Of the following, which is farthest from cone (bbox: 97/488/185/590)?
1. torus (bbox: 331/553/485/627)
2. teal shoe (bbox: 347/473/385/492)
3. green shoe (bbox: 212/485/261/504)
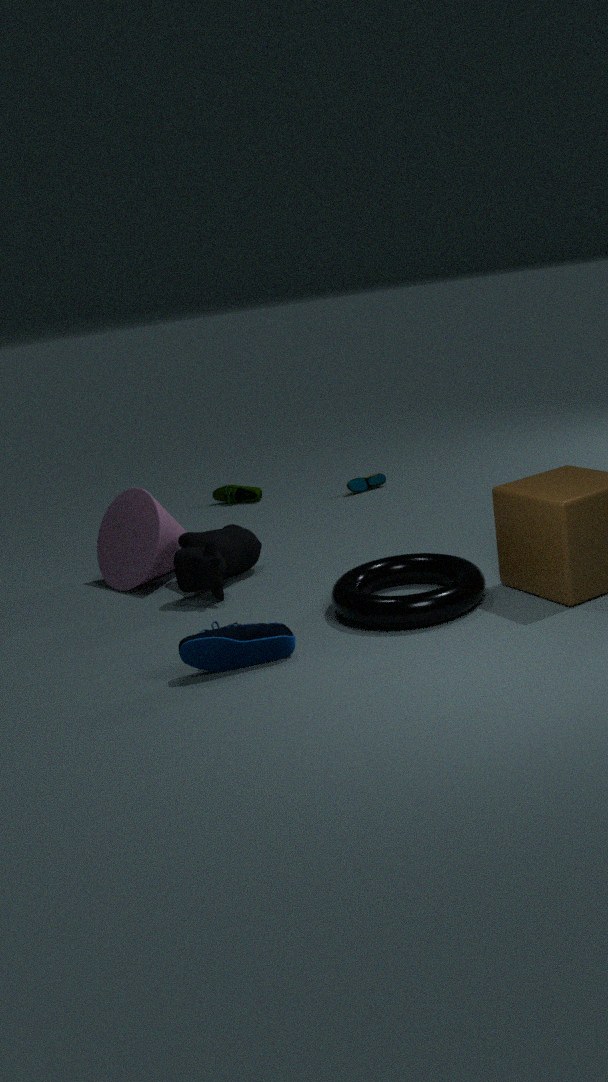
teal shoe (bbox: 347/473/385/492)
